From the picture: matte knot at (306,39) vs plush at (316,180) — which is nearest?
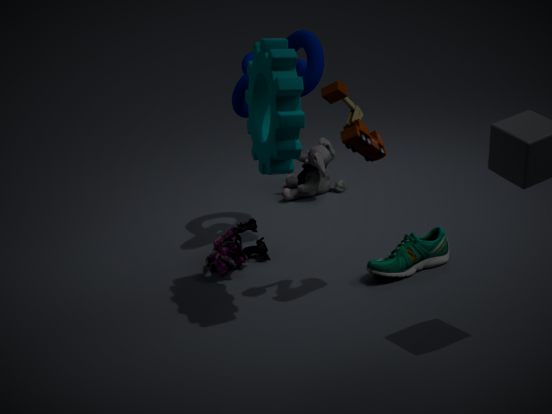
matte knot at (306,39)
